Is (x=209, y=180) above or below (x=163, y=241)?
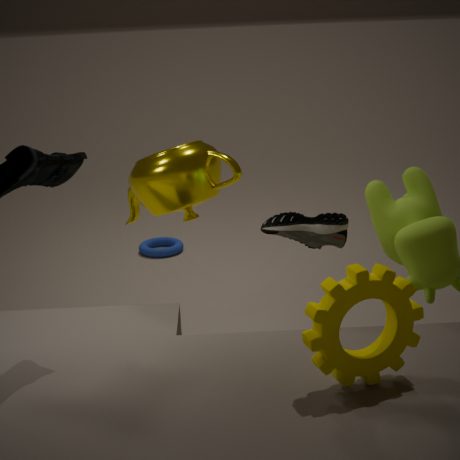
above
